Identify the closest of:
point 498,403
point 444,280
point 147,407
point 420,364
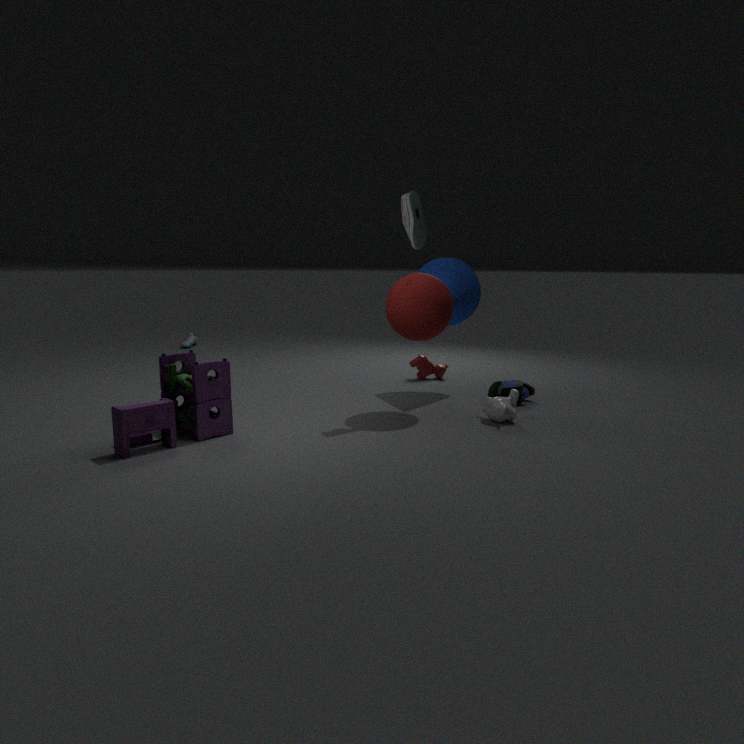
point 147,407
